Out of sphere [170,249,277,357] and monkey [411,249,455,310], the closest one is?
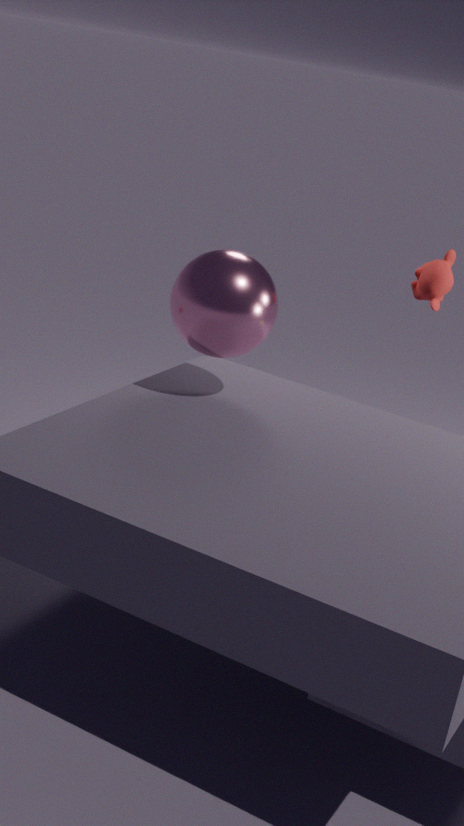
sphere [170,249,277,357]
